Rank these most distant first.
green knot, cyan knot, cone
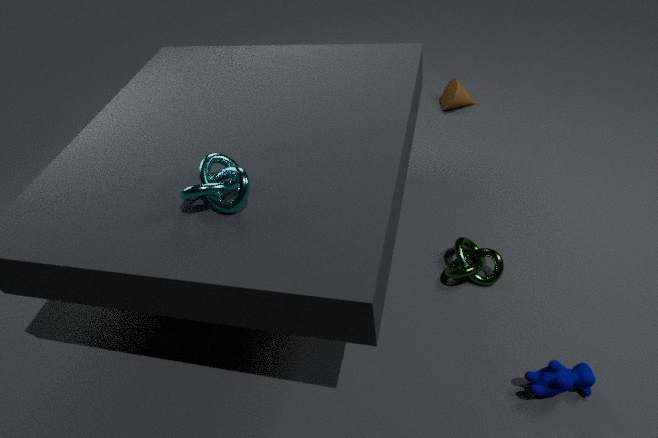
cone
green knot
cyan knot
